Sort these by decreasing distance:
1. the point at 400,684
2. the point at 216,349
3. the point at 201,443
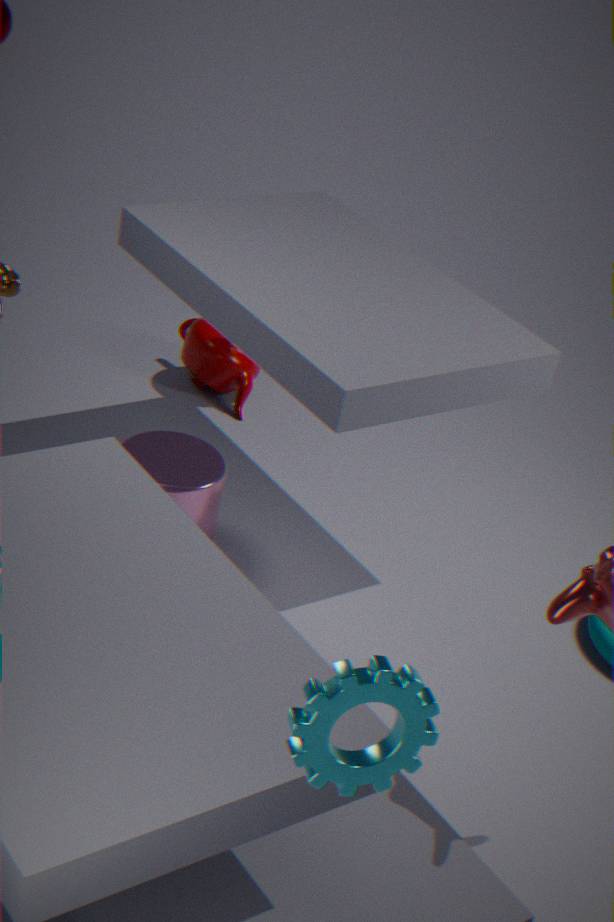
1. the point at 216,349
2. the point at 201,443
3. the point at 400,684
